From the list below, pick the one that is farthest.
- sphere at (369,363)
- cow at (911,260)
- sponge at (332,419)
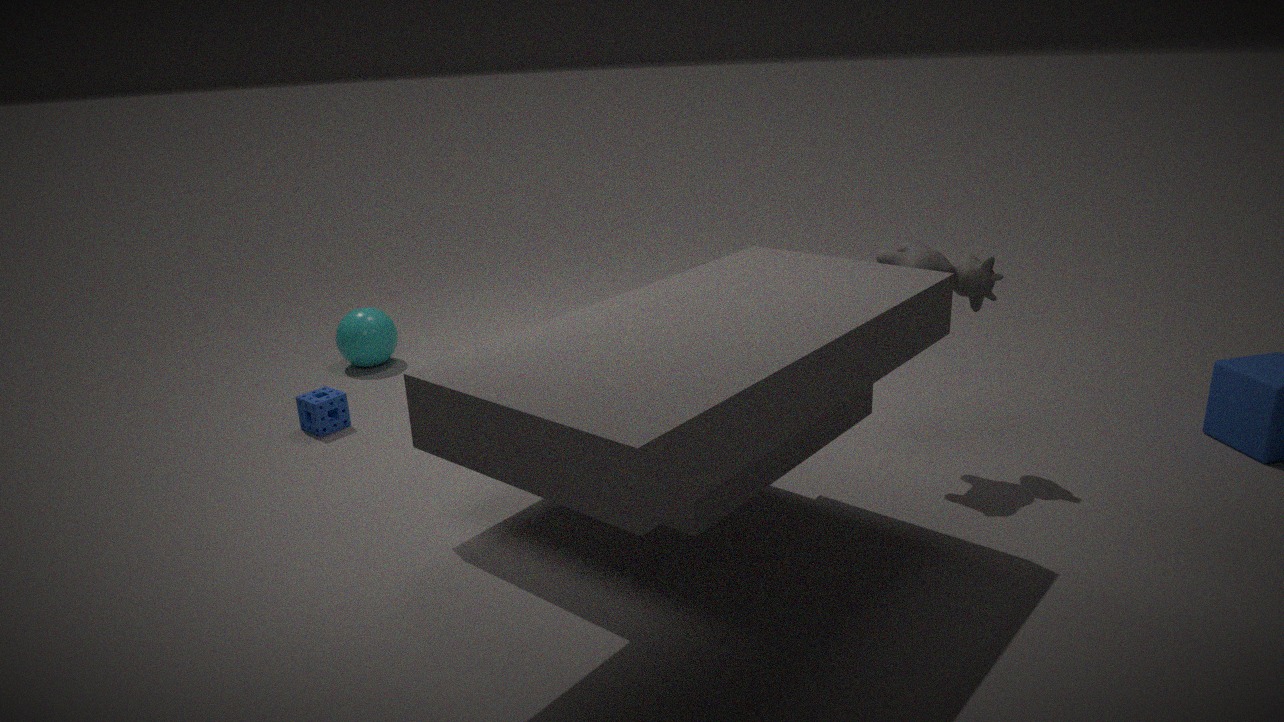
sphere at (369,363)
